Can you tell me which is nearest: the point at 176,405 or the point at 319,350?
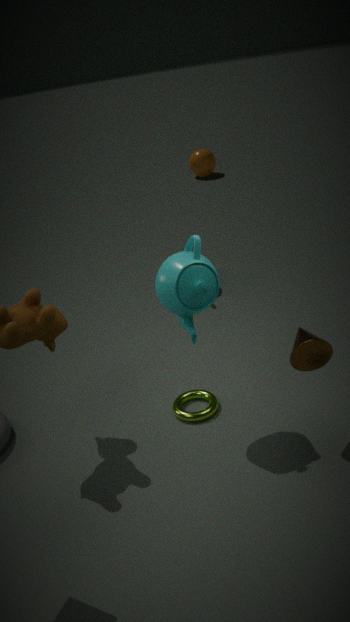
the point at 319,350
